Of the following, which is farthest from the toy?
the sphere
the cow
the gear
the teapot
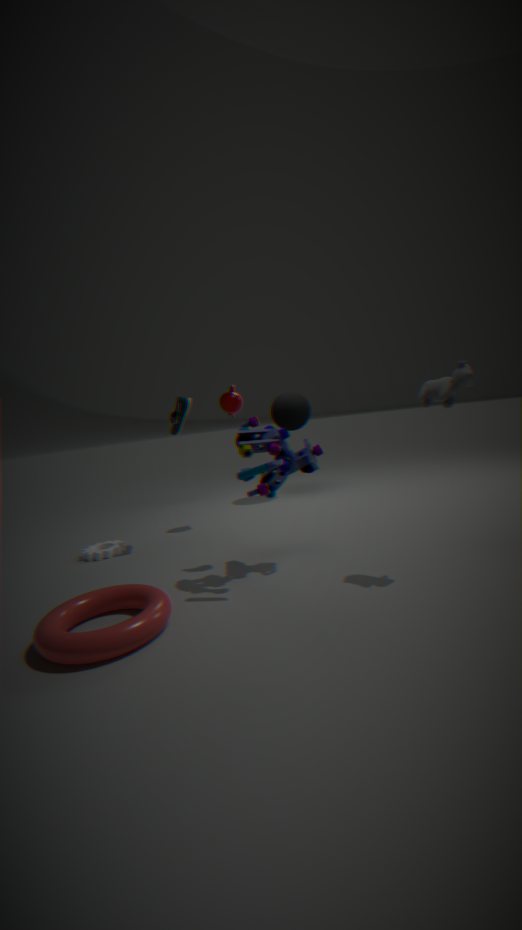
the sphere
